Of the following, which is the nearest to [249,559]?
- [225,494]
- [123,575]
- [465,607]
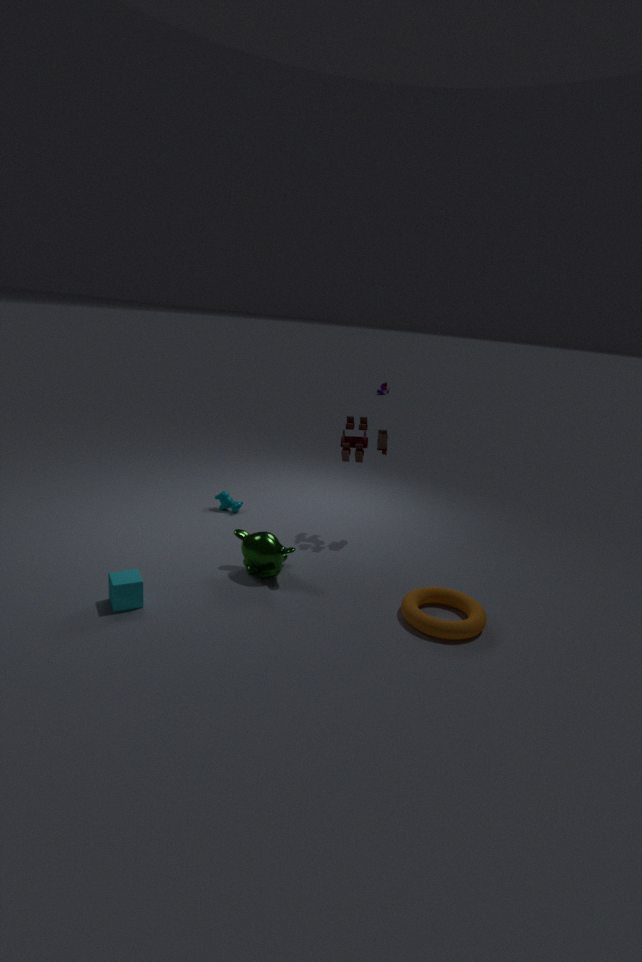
[123,575]
